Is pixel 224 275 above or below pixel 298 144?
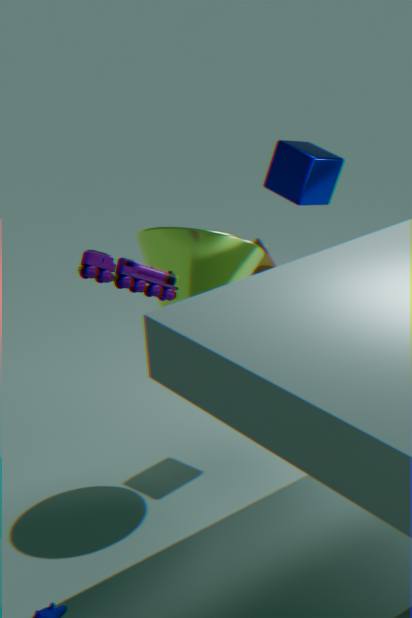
below
